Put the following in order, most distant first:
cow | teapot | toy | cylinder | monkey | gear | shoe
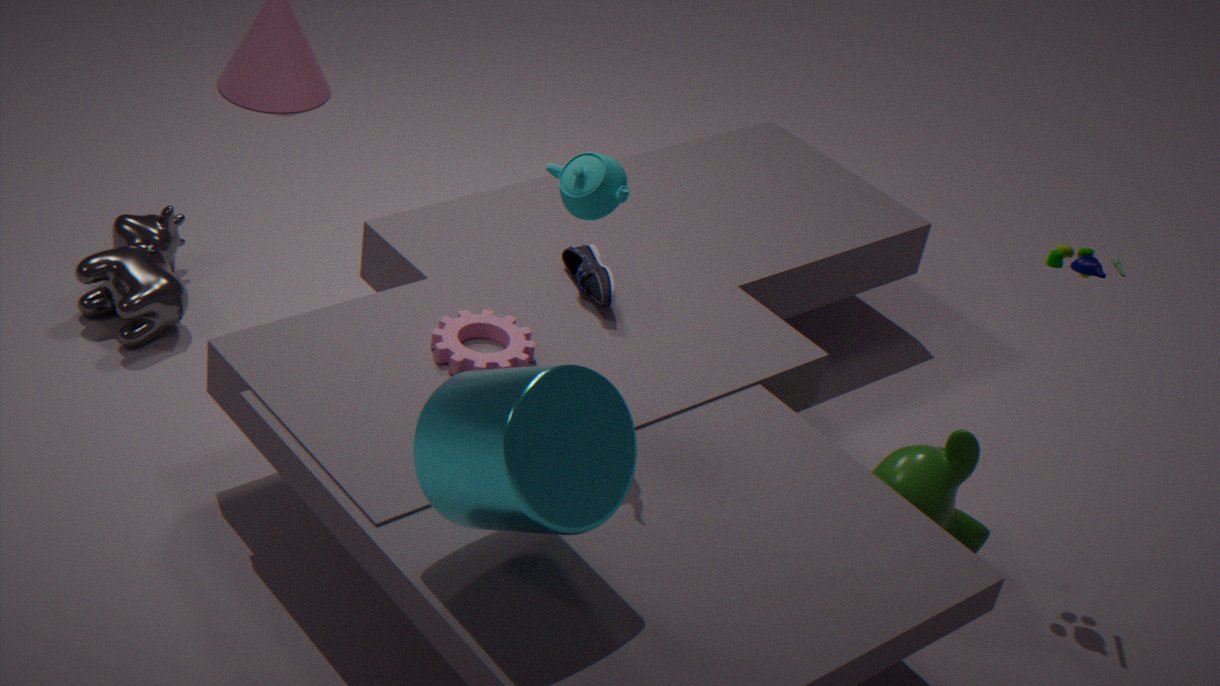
cow < shoe < monkey < gear < toy < teapot < cylinder
